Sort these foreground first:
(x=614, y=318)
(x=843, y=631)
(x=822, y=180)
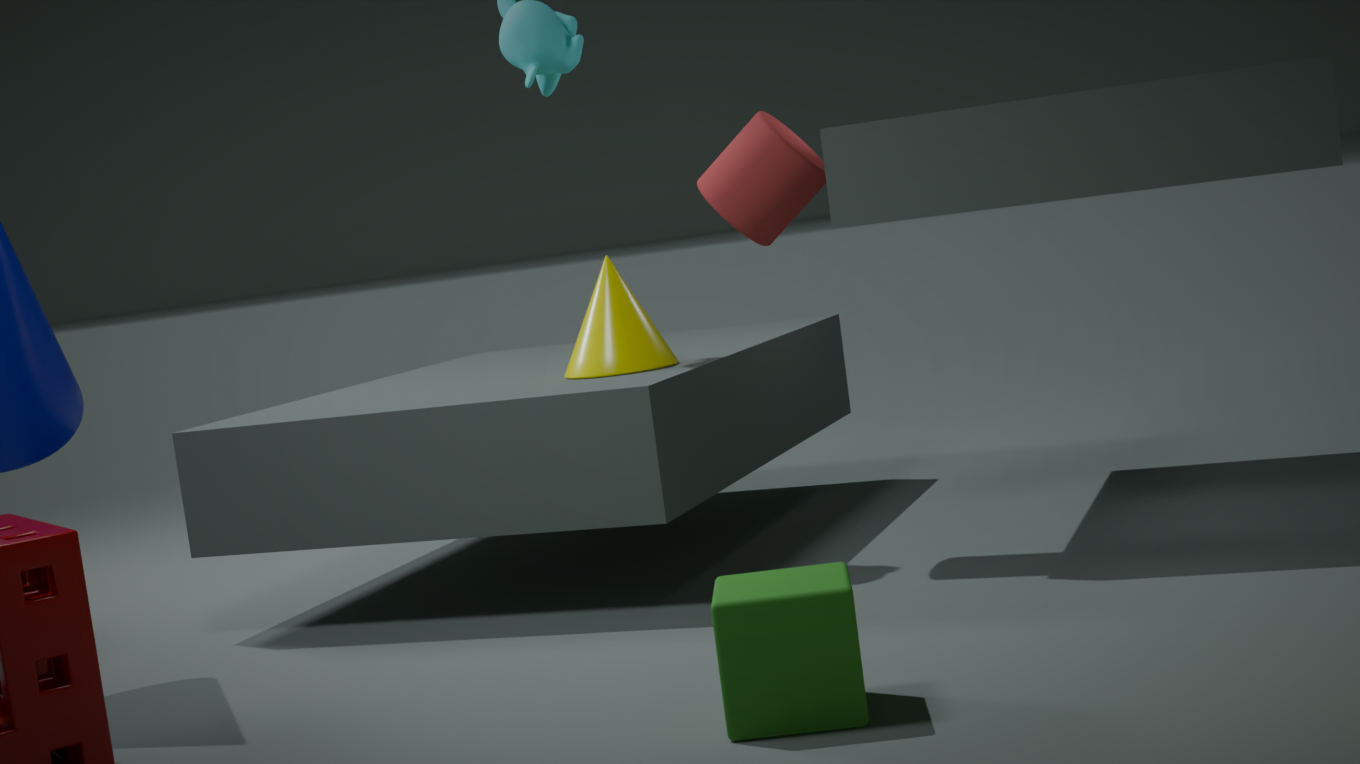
(x=843, y=631)
(x=822, y=180)
(x=614, y=318)
